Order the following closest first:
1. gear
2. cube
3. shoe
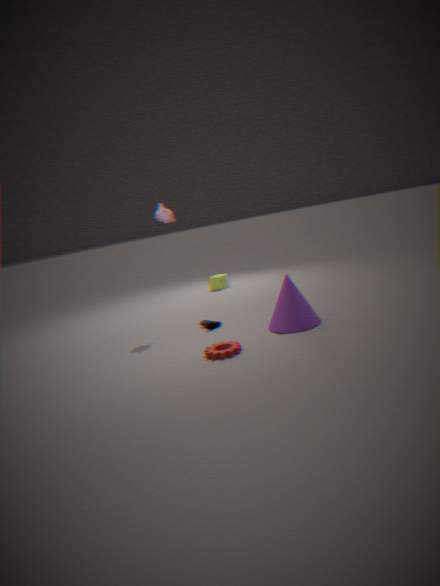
gear
shoe
cube
